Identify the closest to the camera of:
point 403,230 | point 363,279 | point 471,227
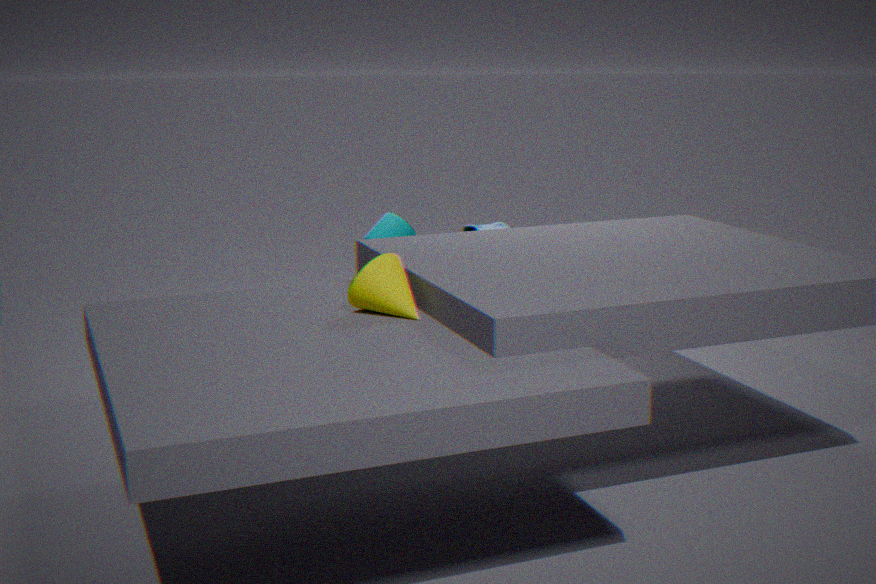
point 363,279
